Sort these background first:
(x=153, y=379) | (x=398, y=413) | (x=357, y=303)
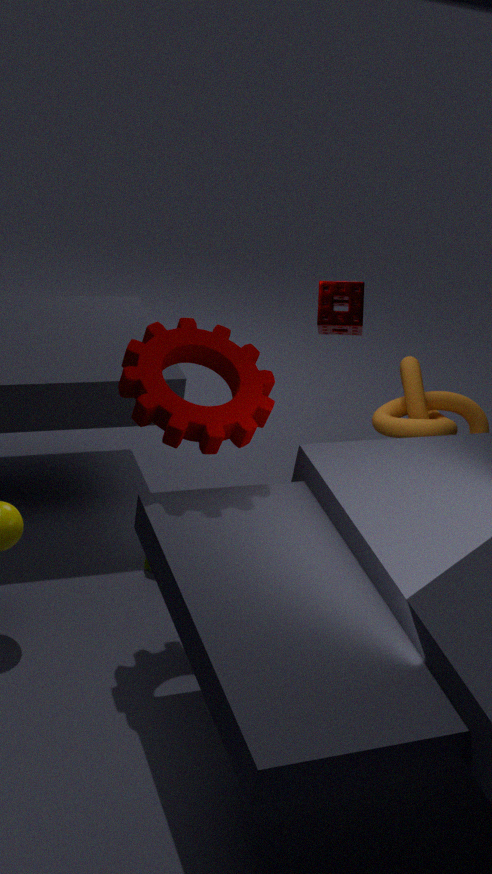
(x=398, y=413), (x=357, y=303), (x=153, y=379)
